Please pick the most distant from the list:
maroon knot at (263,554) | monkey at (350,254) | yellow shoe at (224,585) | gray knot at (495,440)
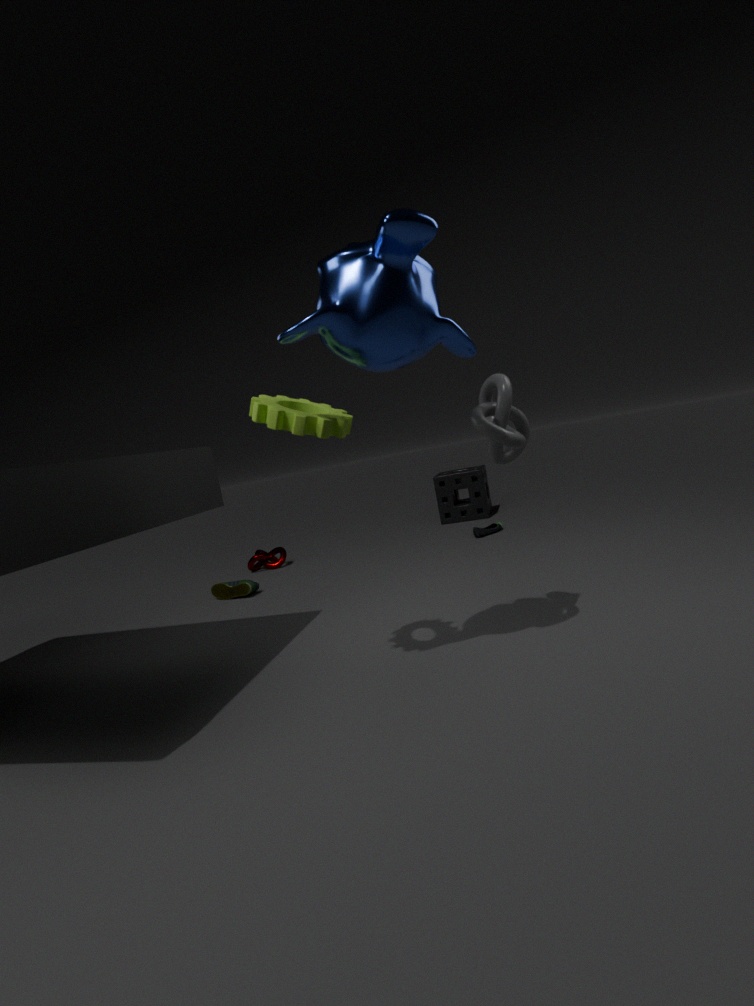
maroon knot at (263,554)
